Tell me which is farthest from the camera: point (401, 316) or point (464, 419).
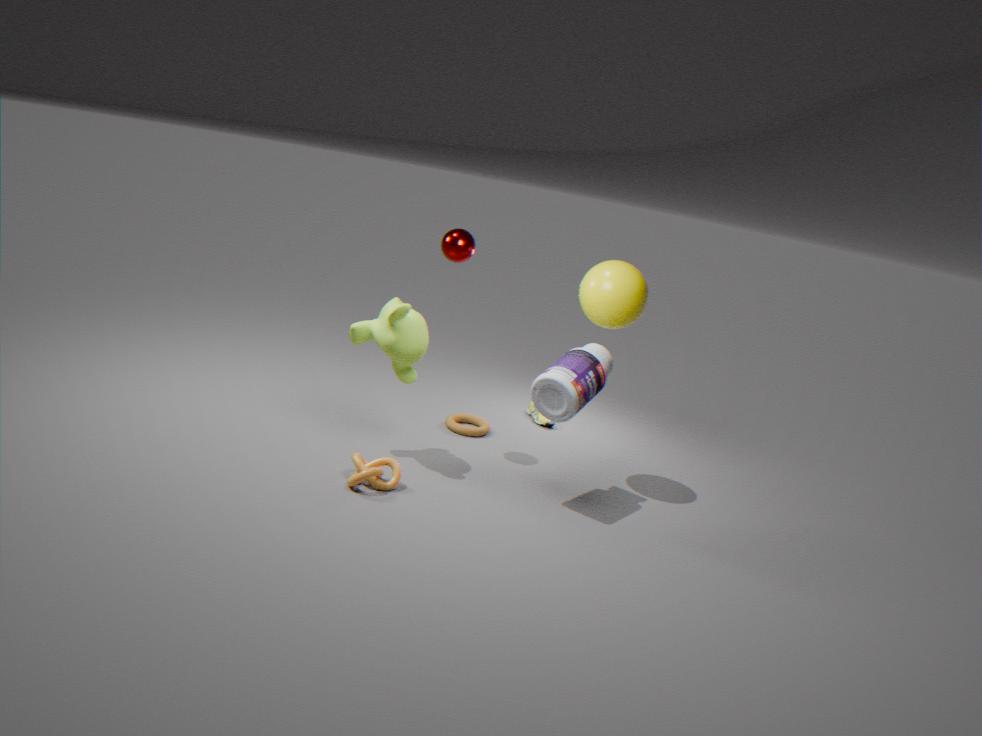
point (464, 419)
